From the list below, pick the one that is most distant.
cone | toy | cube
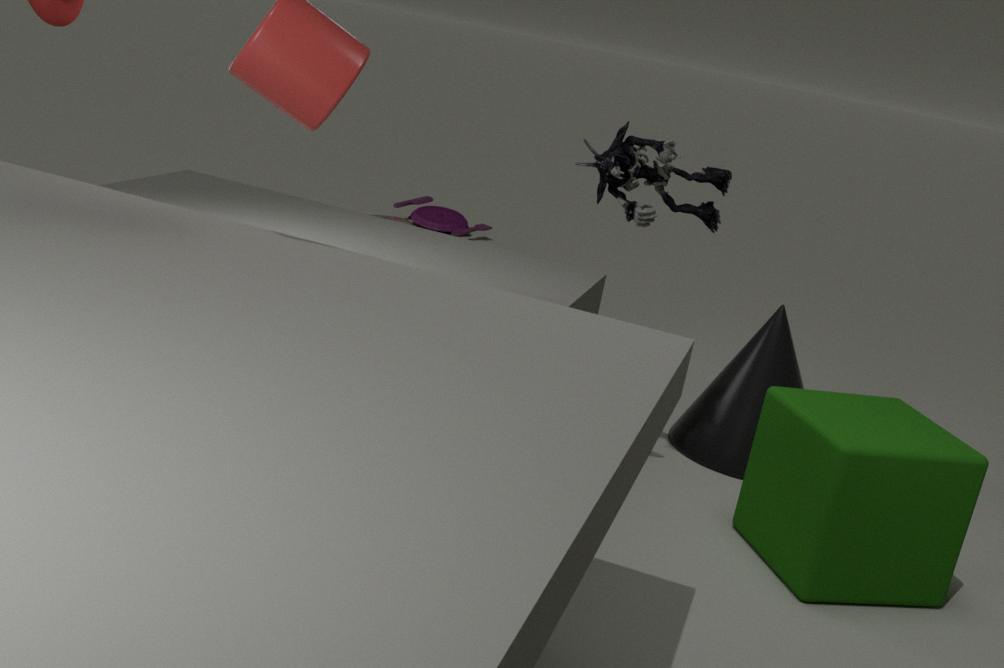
toy
